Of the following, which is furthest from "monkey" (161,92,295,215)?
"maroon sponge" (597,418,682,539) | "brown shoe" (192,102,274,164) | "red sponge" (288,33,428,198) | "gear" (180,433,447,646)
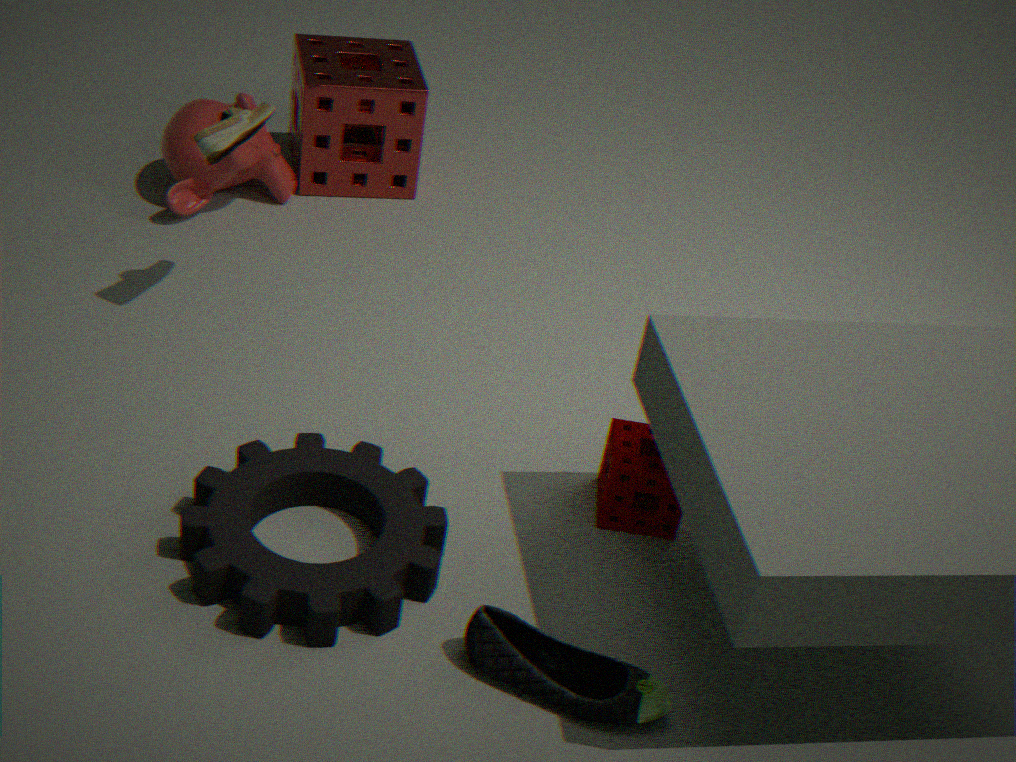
"maroon sponge" (597,418,682,539)
